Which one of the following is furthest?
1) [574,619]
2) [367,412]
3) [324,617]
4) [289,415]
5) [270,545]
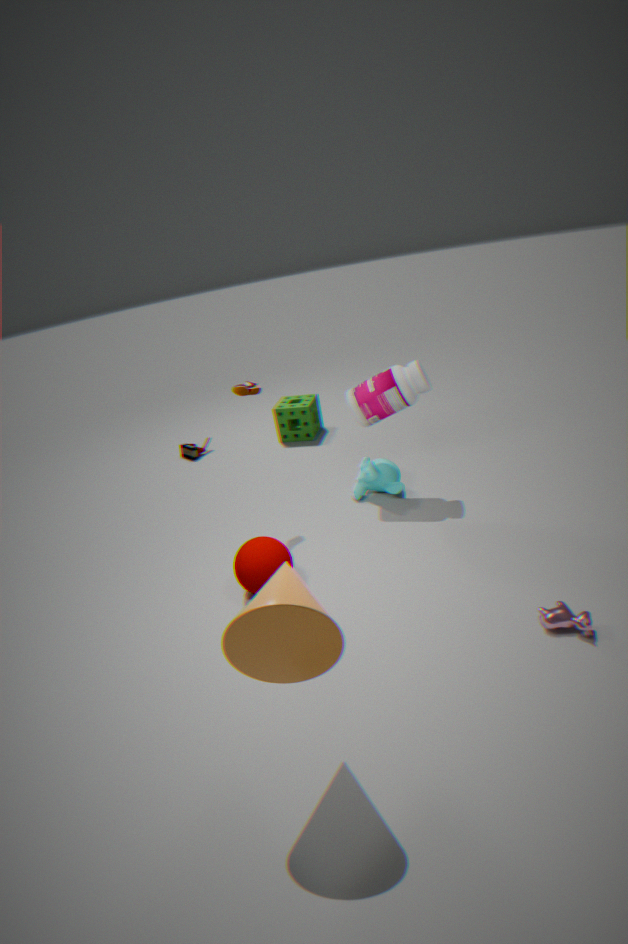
4. [289,415]
